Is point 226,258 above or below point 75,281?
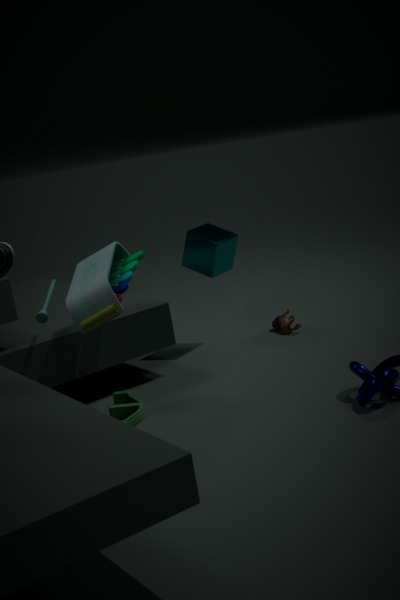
below
